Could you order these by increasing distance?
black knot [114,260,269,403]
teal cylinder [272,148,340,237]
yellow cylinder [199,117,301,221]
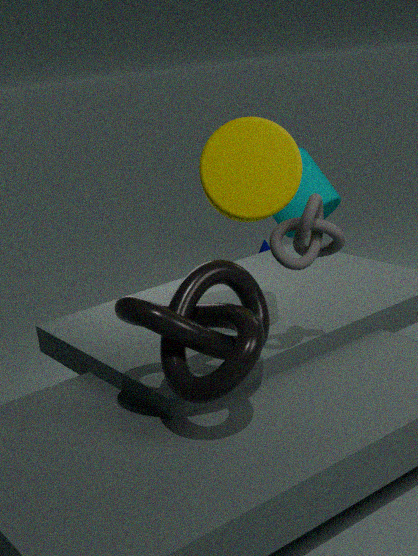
black knot [114,260,269,403] → yellow cylinder [199,117,301,221] → teal cylinder [272,148,340,237]
